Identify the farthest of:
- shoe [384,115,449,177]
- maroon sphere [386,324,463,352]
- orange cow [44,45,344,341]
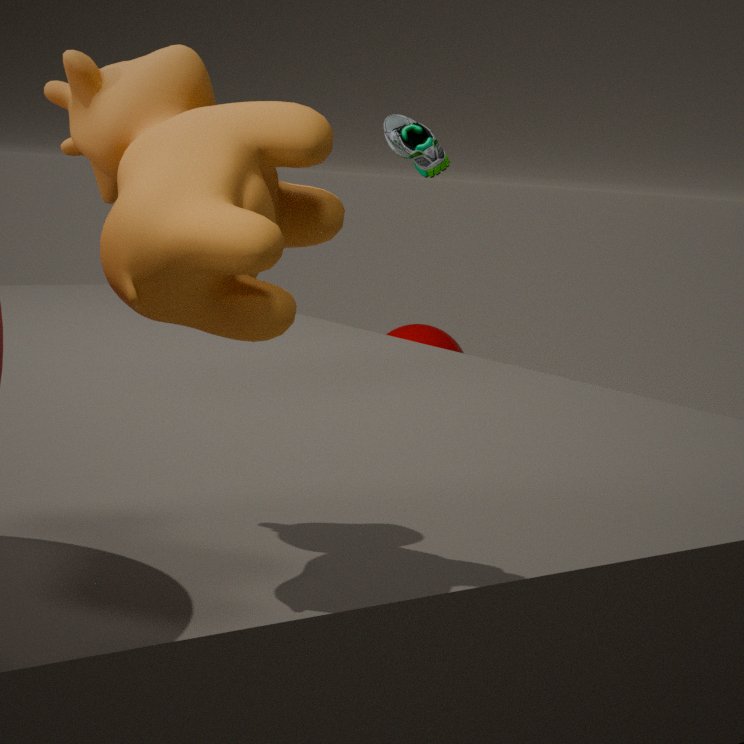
maroon sphere [386,324,463,352]
